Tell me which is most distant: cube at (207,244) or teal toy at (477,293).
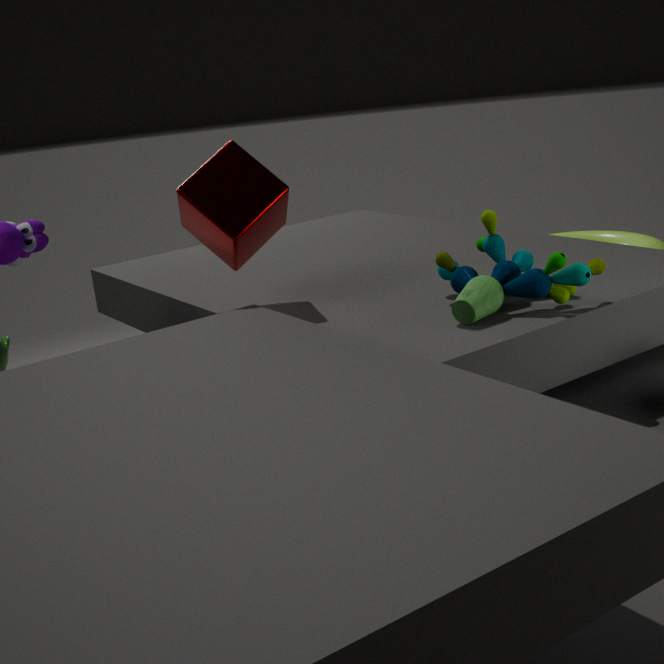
cube at (207,244)
